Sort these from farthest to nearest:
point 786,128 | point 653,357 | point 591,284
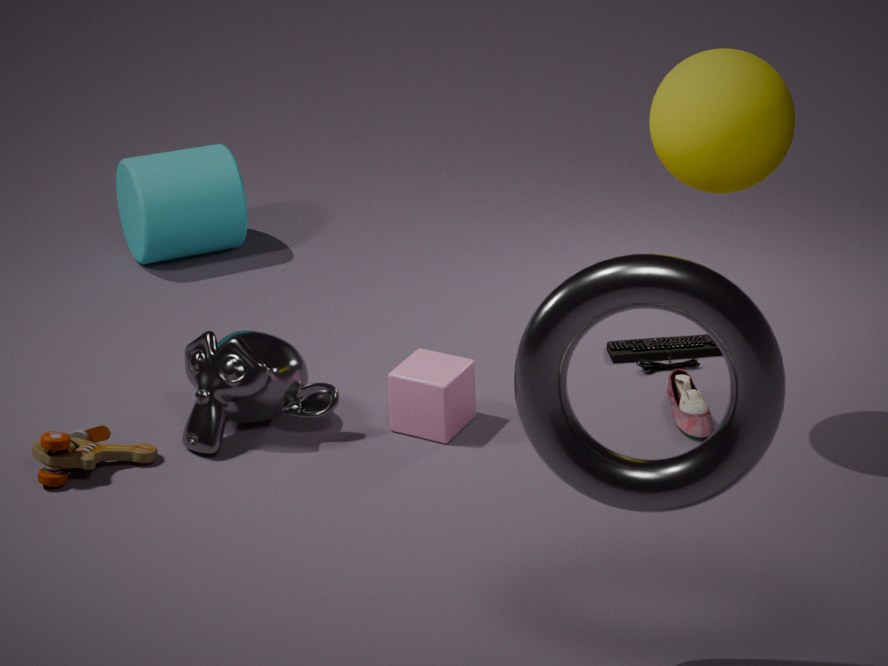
point 653,357
point 786,128
point 591,284
